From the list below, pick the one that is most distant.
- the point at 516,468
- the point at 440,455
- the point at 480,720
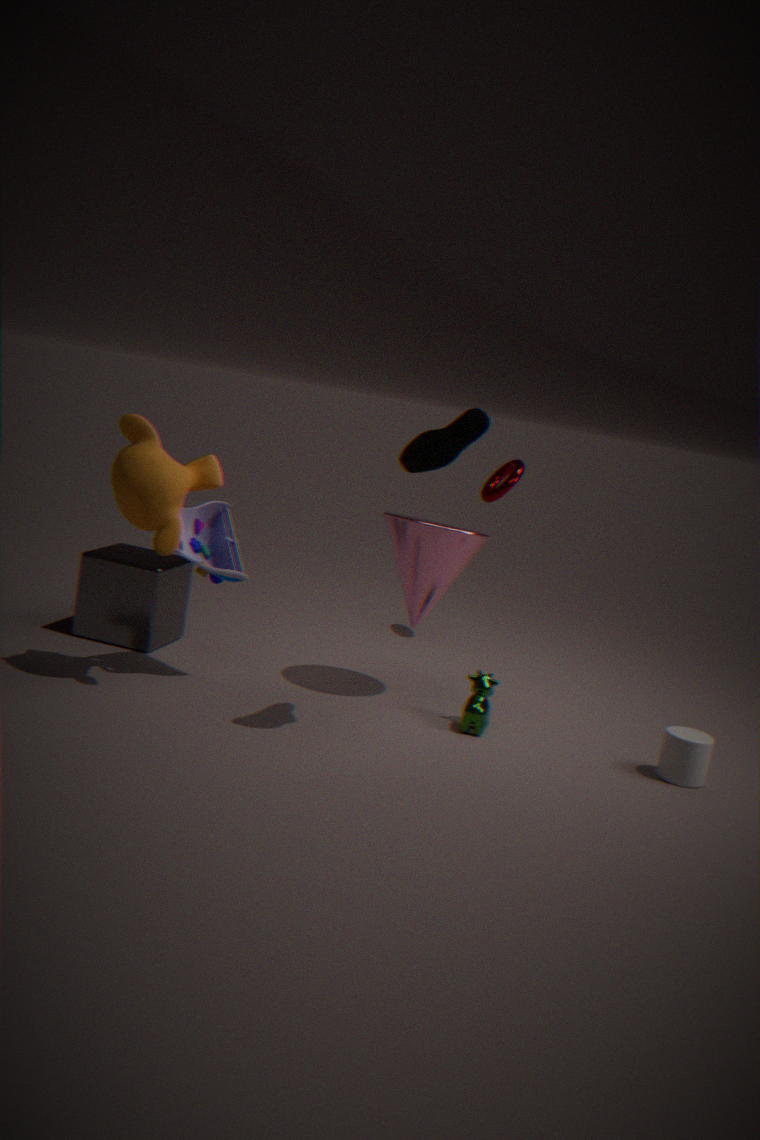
the point at 516,468
